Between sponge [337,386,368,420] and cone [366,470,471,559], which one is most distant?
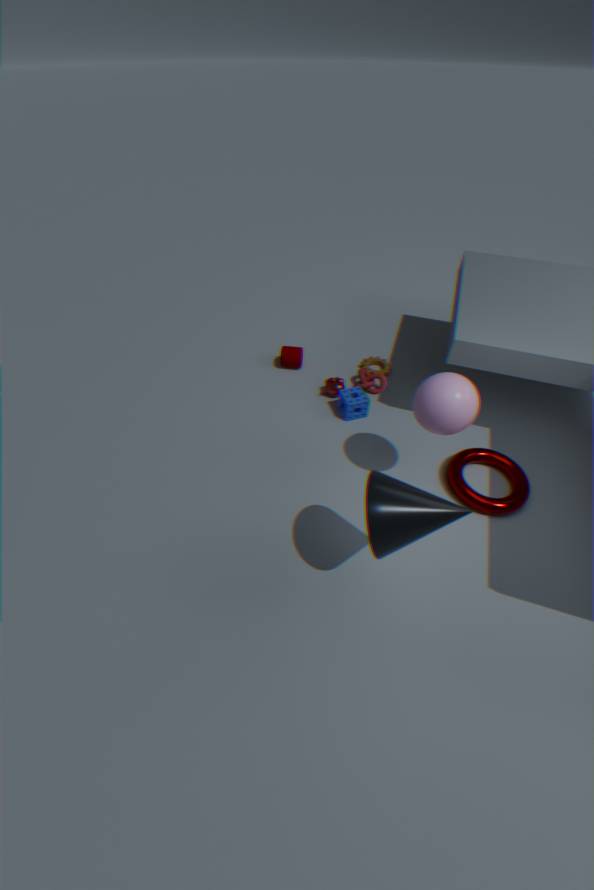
sponge [337,386,368,420]
